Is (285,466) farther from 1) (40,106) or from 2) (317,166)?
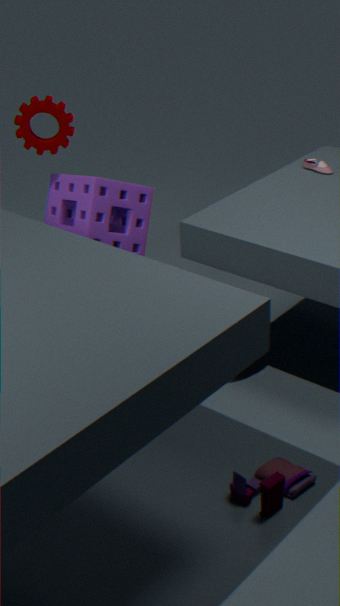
1) (40,106)
